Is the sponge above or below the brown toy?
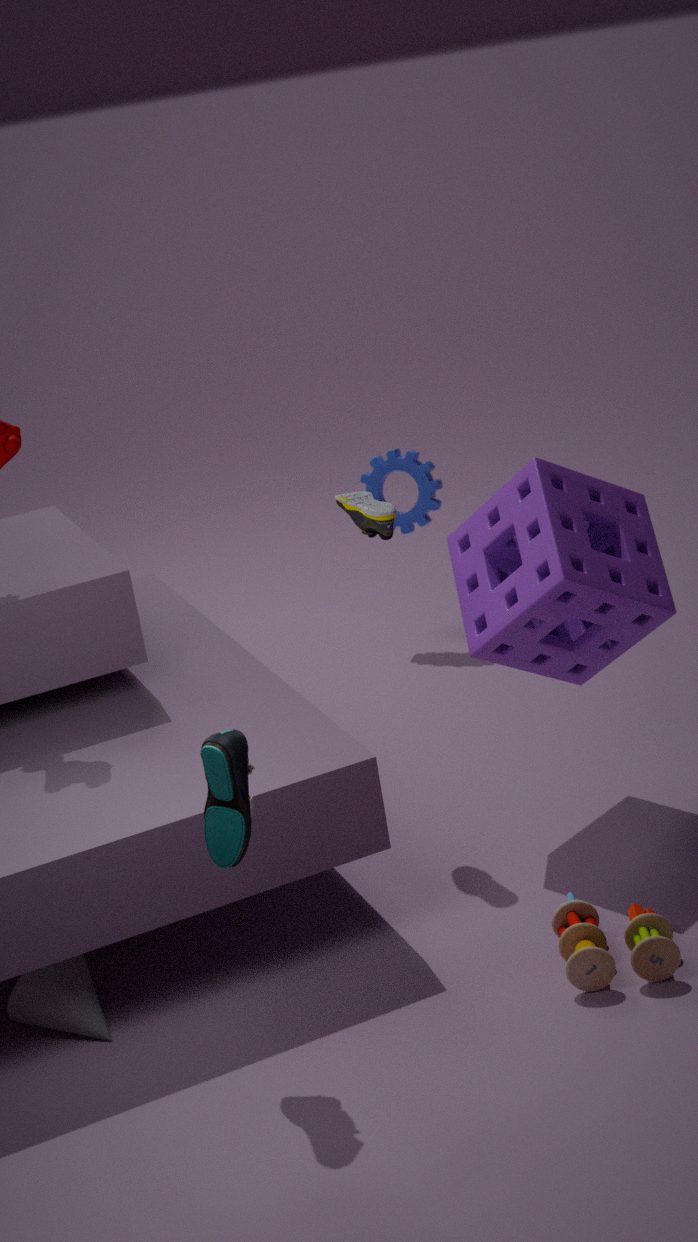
above
